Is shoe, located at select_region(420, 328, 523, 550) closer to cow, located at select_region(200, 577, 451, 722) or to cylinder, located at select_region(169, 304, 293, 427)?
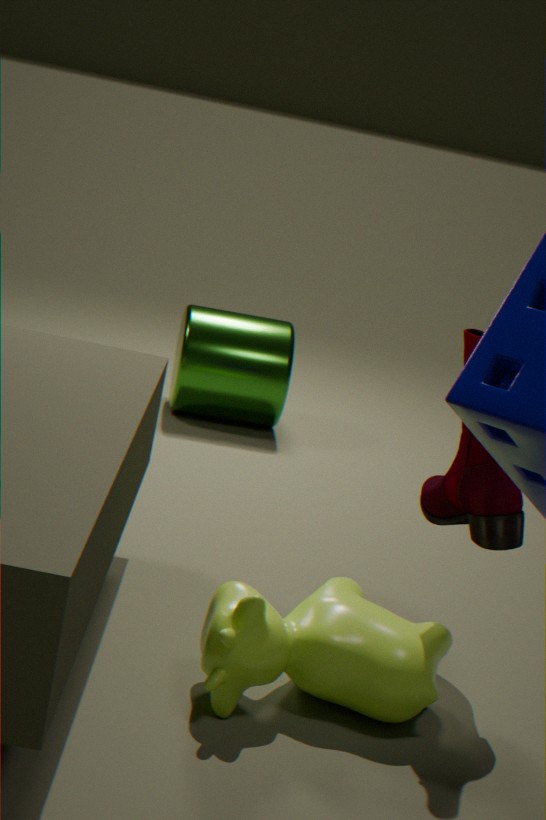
cow, located at select_region(200, 577, 451, 722)
